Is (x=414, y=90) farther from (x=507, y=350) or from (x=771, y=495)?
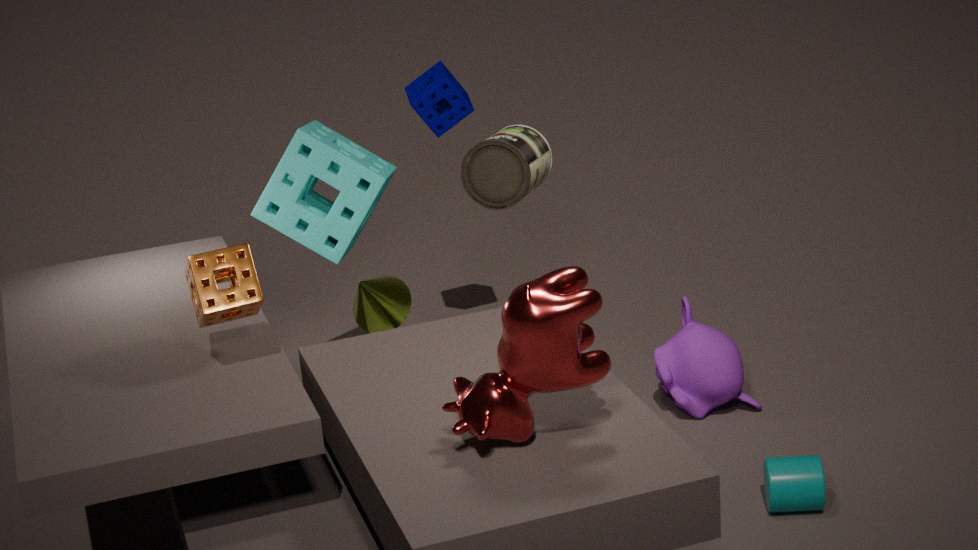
(x=507, y=350)
